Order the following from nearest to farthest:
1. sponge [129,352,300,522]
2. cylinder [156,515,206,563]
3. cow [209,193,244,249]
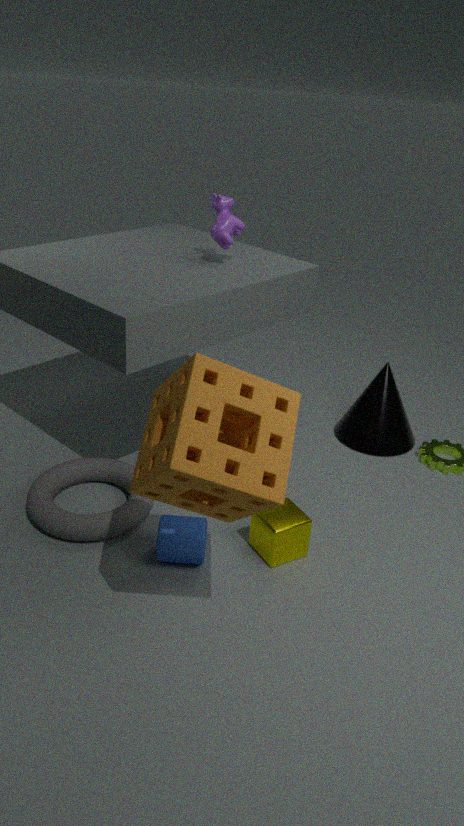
sponge [129,352,300,522] → cylinder [156,515,206,563] → cow [209,193,244,249]
